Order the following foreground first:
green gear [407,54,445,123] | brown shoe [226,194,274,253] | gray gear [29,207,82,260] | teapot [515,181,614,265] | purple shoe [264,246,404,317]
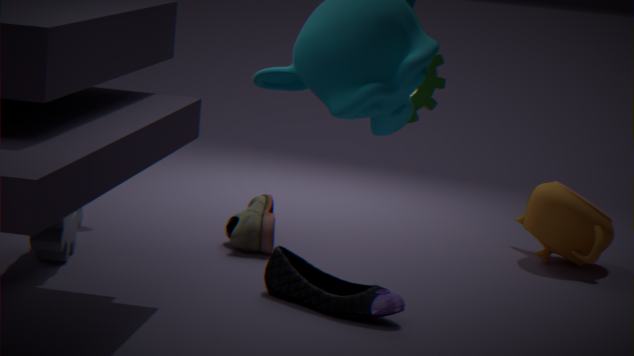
green gear [407,54,445,123] → purple shoe [264,246,404,317] → gray gear [29,207,82,260] → brown shoe [226,194,274,253] → teapot [515,181,614,265]
